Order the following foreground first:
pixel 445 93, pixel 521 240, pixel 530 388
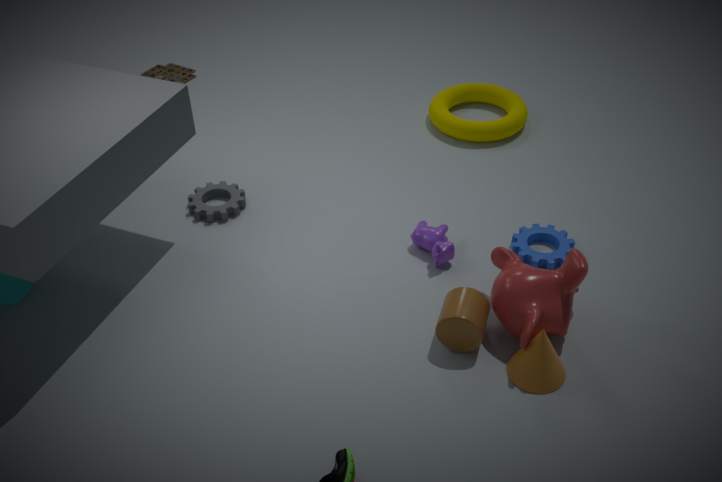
pixel 530 388 → pixel 521 240 → pixel 445 93
